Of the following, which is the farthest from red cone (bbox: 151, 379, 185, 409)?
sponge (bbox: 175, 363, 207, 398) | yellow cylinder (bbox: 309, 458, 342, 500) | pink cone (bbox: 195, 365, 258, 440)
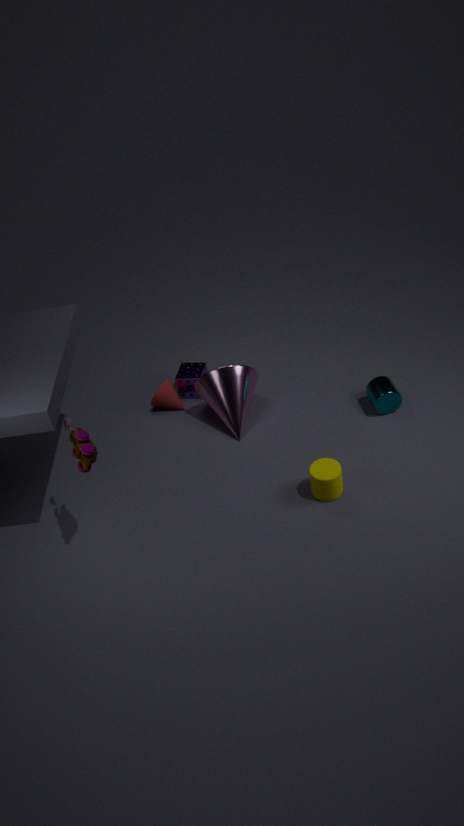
yellow cylinder (bbox: 309, 458, 342, 500)
